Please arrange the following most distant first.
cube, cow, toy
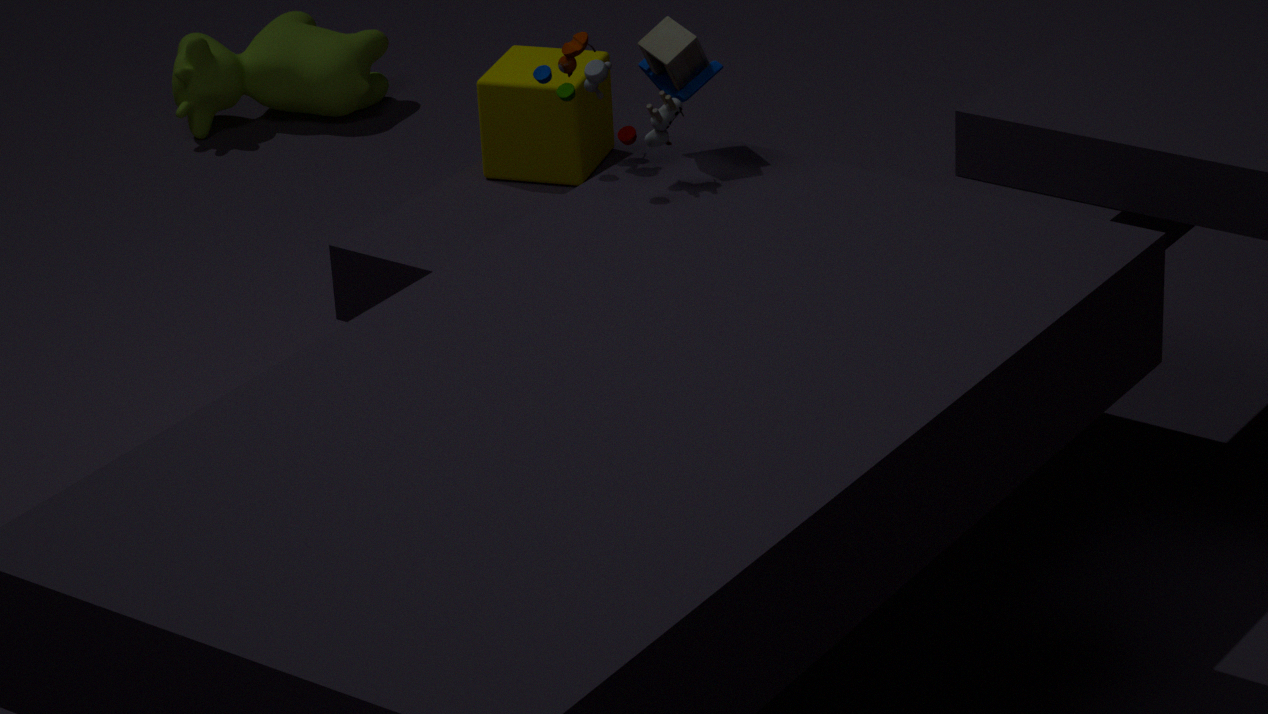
cow → cube → toy
